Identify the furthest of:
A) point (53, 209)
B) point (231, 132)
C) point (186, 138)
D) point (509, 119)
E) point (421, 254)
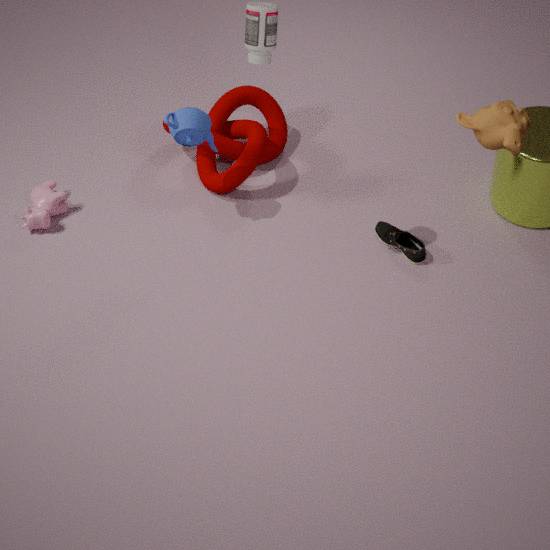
point (231, 132)
